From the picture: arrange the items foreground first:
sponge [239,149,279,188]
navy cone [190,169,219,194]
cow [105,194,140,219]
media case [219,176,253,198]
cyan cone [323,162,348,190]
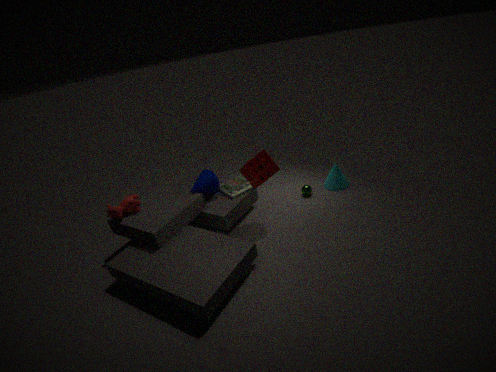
sponge [239,149,279,188] → cow [105,194,140,219] → navy cone [190,169,219,194] → media case [219,176,253,198] → cyan cone [323,162,348,190]
